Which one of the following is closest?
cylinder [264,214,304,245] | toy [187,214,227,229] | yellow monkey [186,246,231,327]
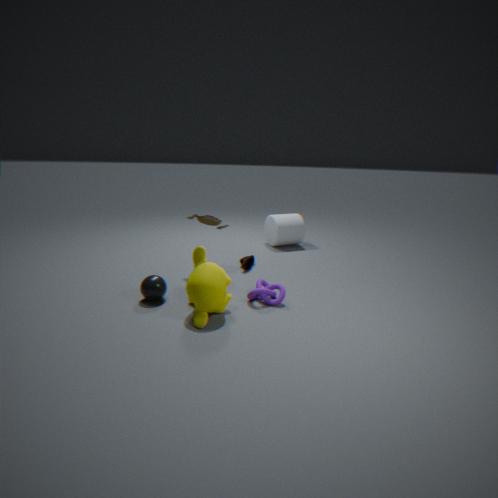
yellow monkey [186,246,231,327]
